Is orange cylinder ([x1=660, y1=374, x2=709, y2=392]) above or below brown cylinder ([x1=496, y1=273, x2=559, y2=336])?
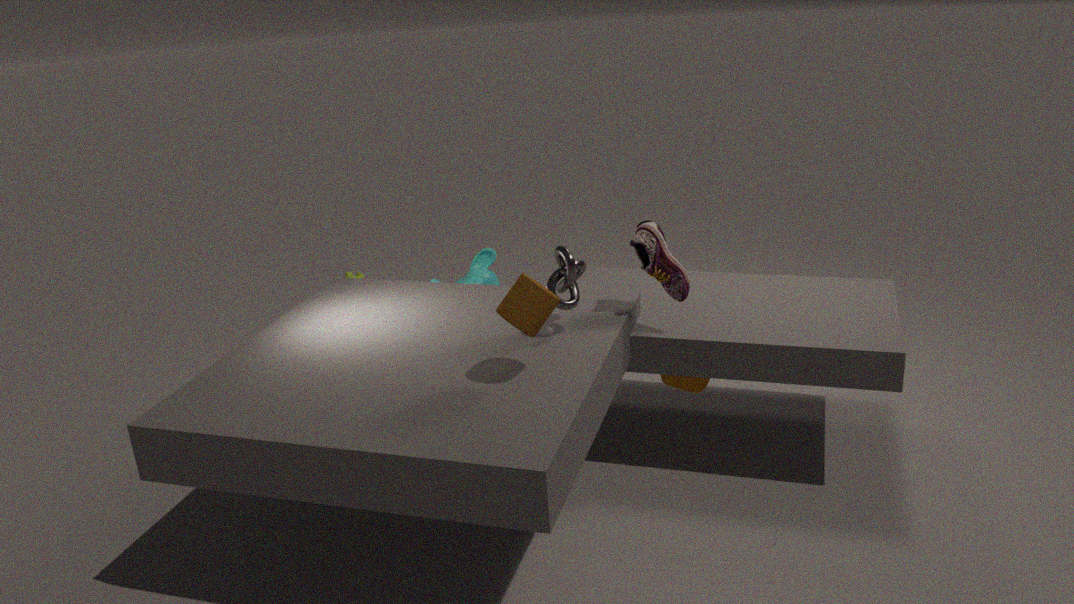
below
